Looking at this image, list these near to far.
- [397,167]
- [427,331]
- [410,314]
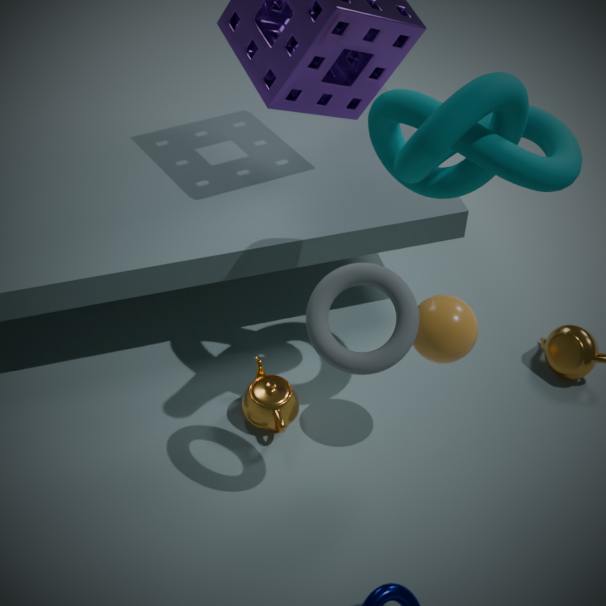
[397,167] < [410,314] < [427,331]
